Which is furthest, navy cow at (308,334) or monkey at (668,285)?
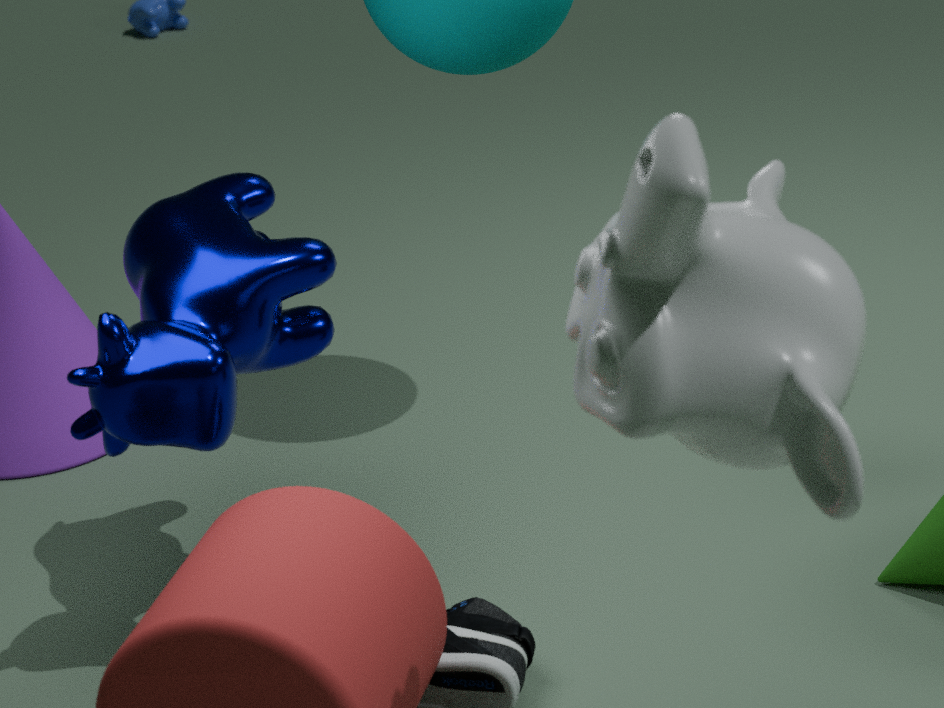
navy cow at (308,334)
